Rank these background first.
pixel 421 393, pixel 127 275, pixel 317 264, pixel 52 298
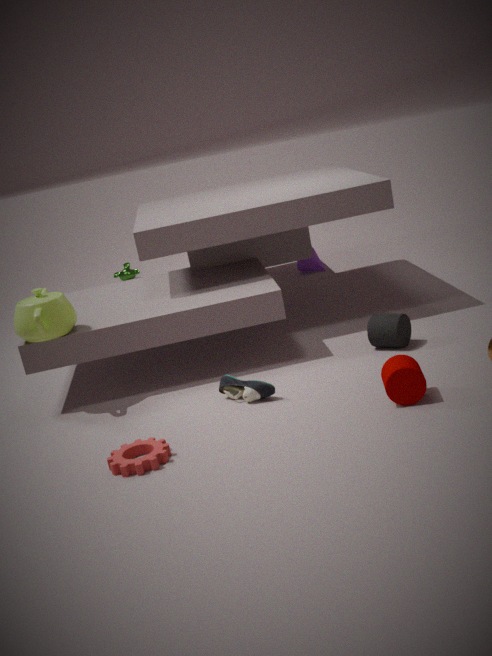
1. pixel 127 275
2. pixel 317 264
3. pixel 52 298
4. pixel 421 393
